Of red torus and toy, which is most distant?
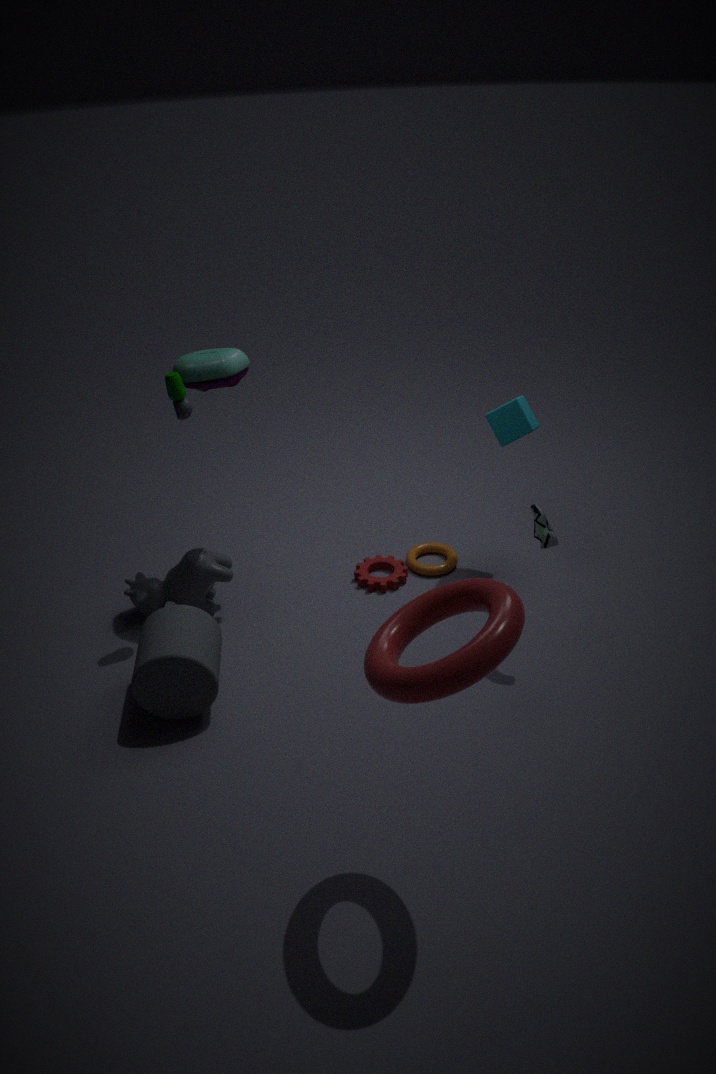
toy
